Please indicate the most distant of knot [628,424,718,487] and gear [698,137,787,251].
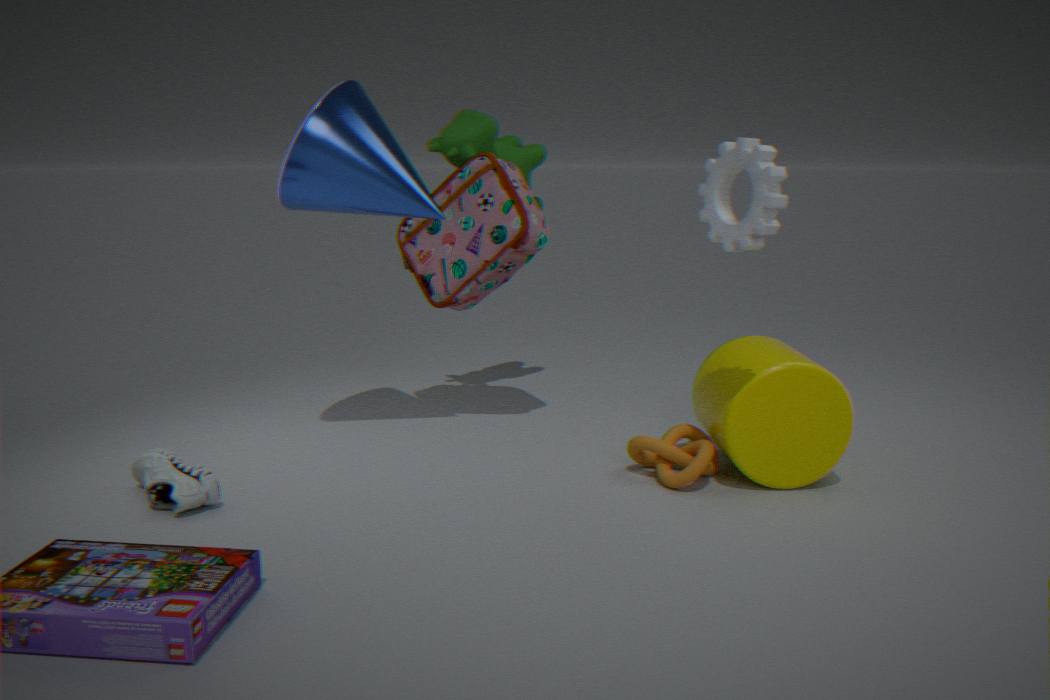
knot [628,424,718,487]
